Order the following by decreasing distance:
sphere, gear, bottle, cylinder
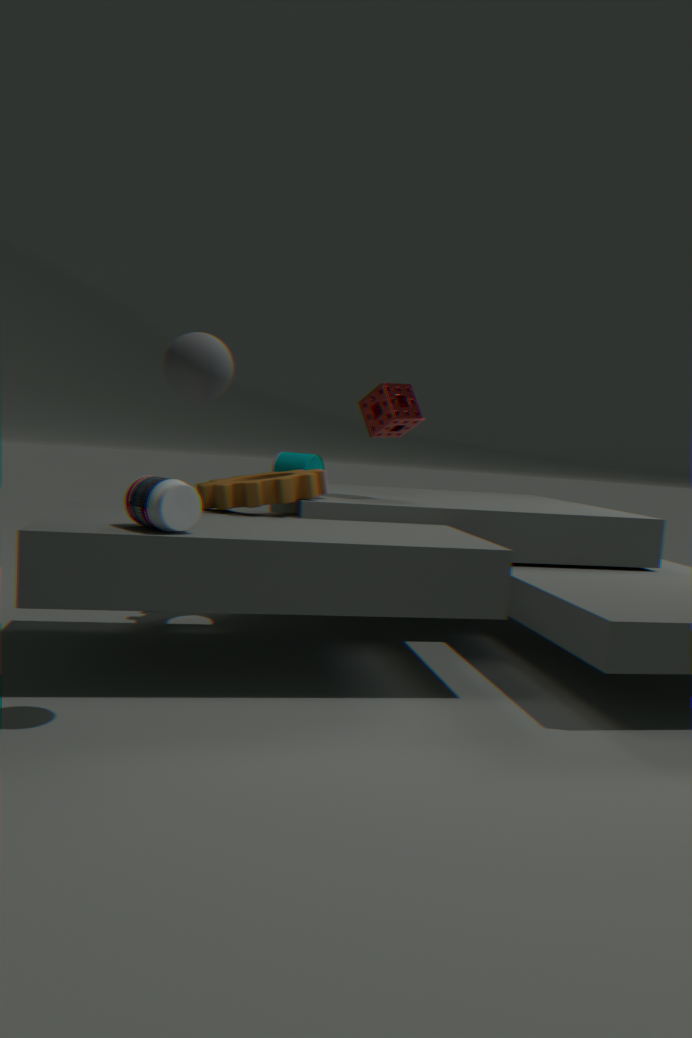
cylinder < gear < bottle < sphere
